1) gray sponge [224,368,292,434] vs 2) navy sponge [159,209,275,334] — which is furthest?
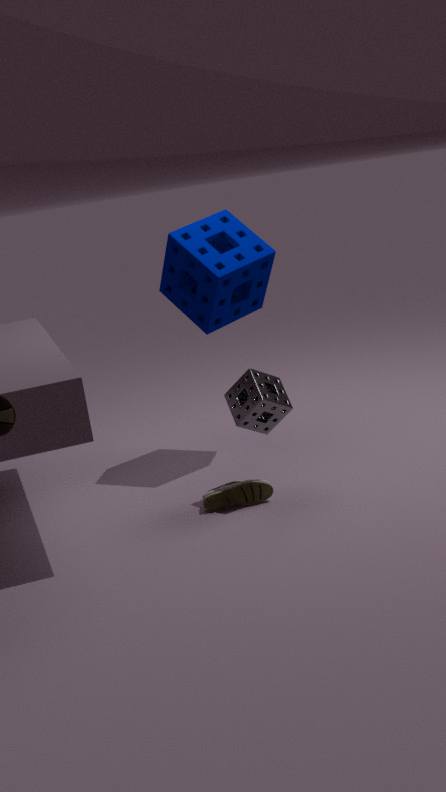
2. navy sponge [159,209,275,334]
